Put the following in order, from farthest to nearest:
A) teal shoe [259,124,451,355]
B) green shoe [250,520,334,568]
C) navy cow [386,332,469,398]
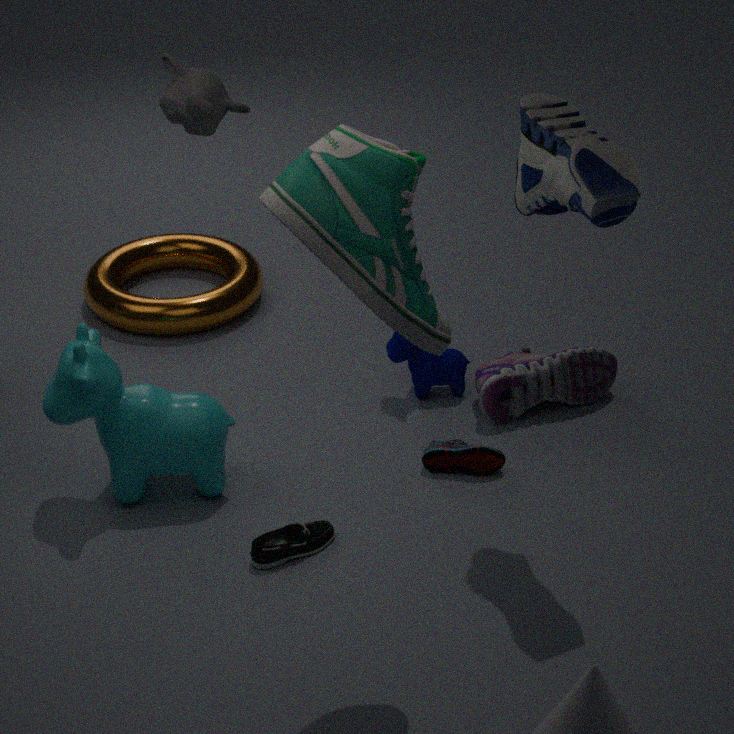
1. C. navy cow [386,332,469,398]
2. B. green shoe [250,520,334,568]
3. A. teal shoe [259,124,451,355]
